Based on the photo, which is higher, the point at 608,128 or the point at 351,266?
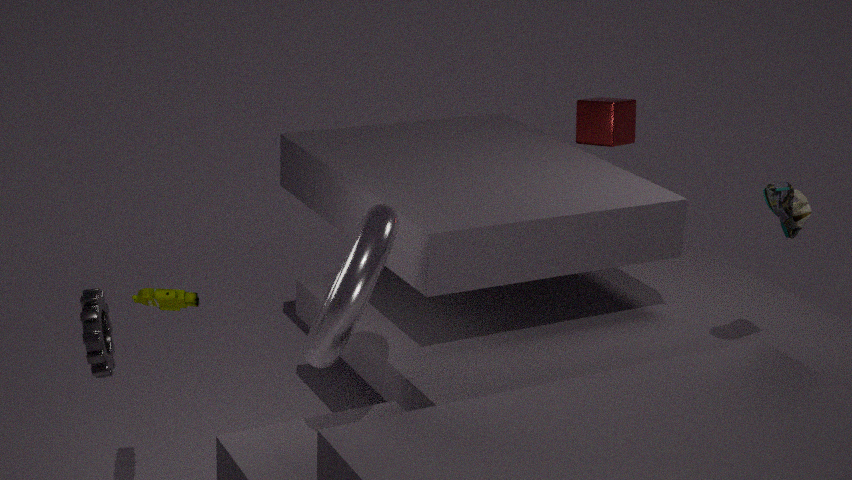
the point at 608,128
